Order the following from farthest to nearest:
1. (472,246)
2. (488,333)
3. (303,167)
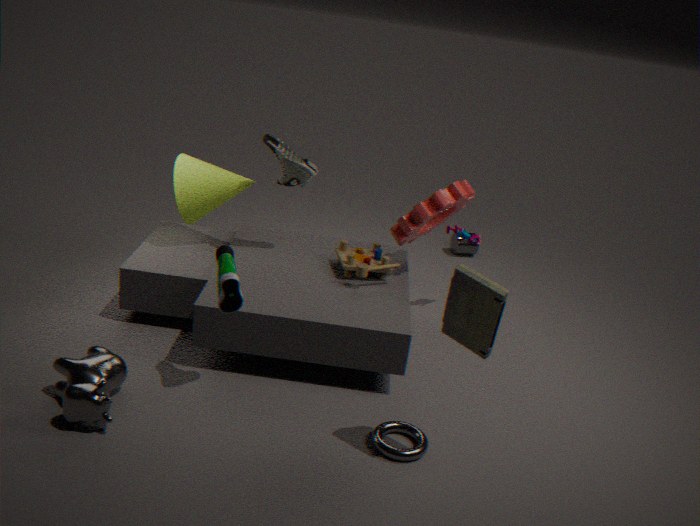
(472,246), (303,167), (488,333)
